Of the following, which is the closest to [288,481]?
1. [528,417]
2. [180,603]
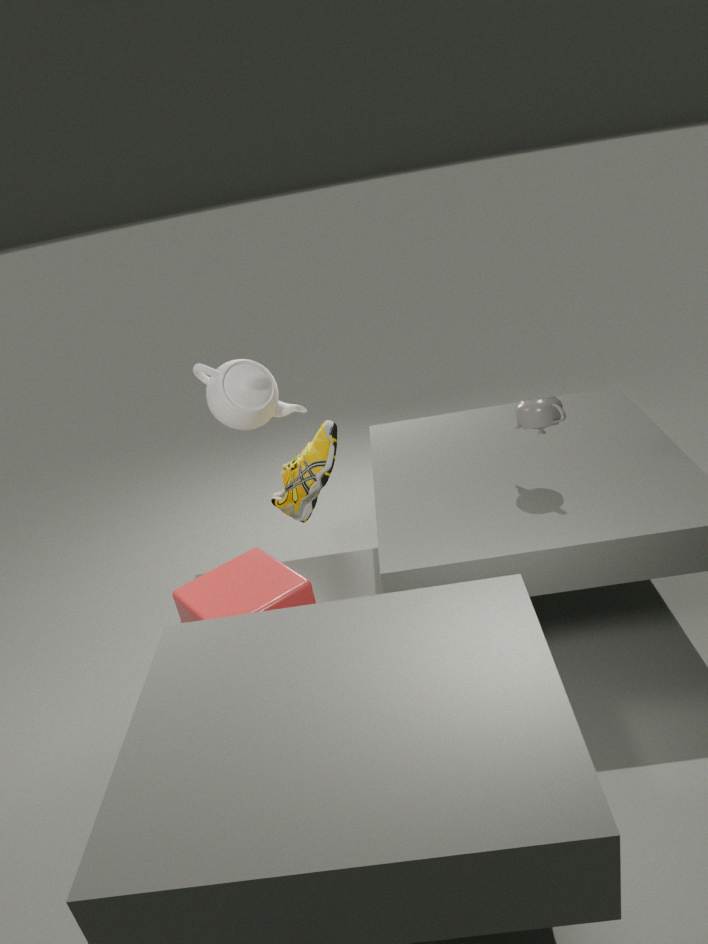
[180,603]
